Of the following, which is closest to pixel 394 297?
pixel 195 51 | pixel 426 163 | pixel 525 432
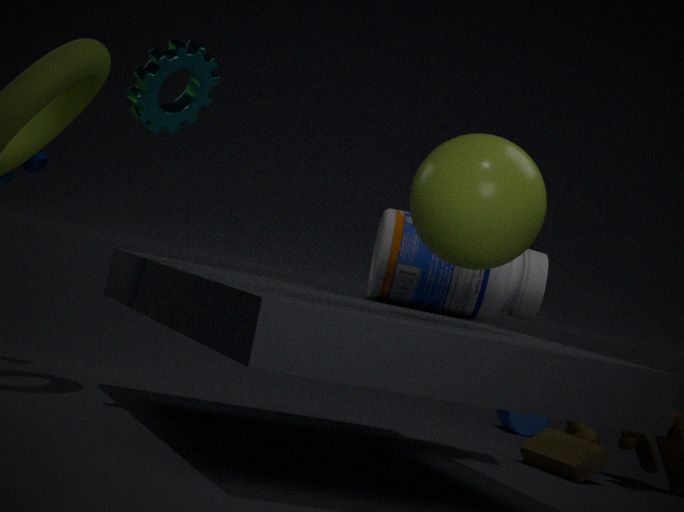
pixel 426 163
